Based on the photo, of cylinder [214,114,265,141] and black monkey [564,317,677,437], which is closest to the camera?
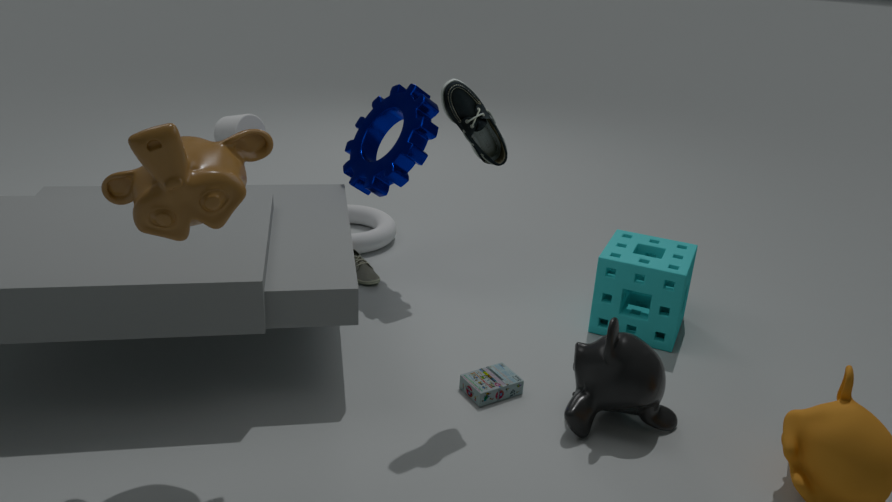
black monkey [564,317,677,437]
